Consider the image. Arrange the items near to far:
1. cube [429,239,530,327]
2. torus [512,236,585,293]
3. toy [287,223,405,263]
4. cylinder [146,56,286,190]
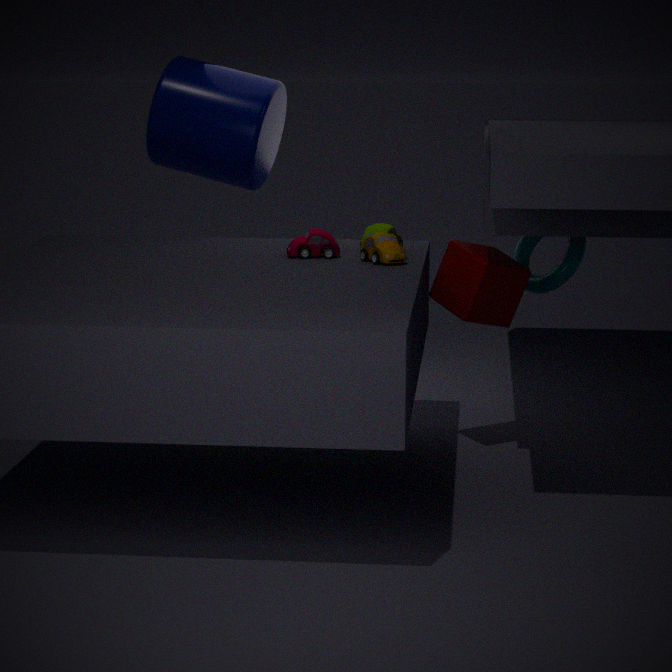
1. toy [287,223,405,263]
2. cube [429,239,530,327]
3. torus [512,236,585,293]
4. cylinder [146,56,286,190]
